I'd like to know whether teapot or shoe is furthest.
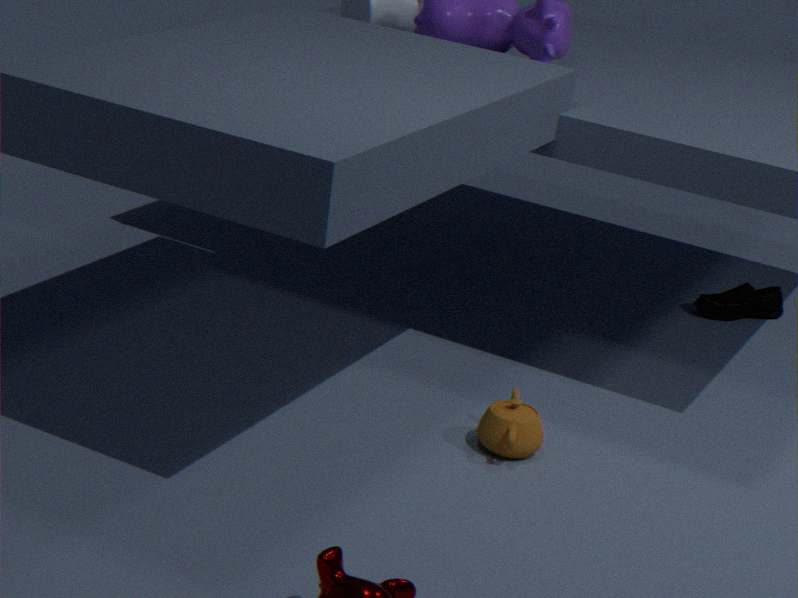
shoe
